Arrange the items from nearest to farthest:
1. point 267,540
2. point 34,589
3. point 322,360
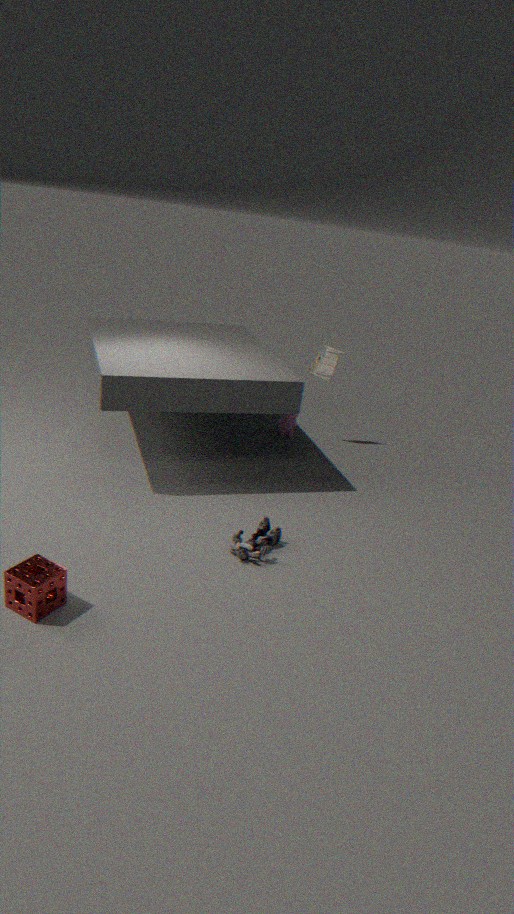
1. point 34,589
2. point 267,540
3. point 322,360
